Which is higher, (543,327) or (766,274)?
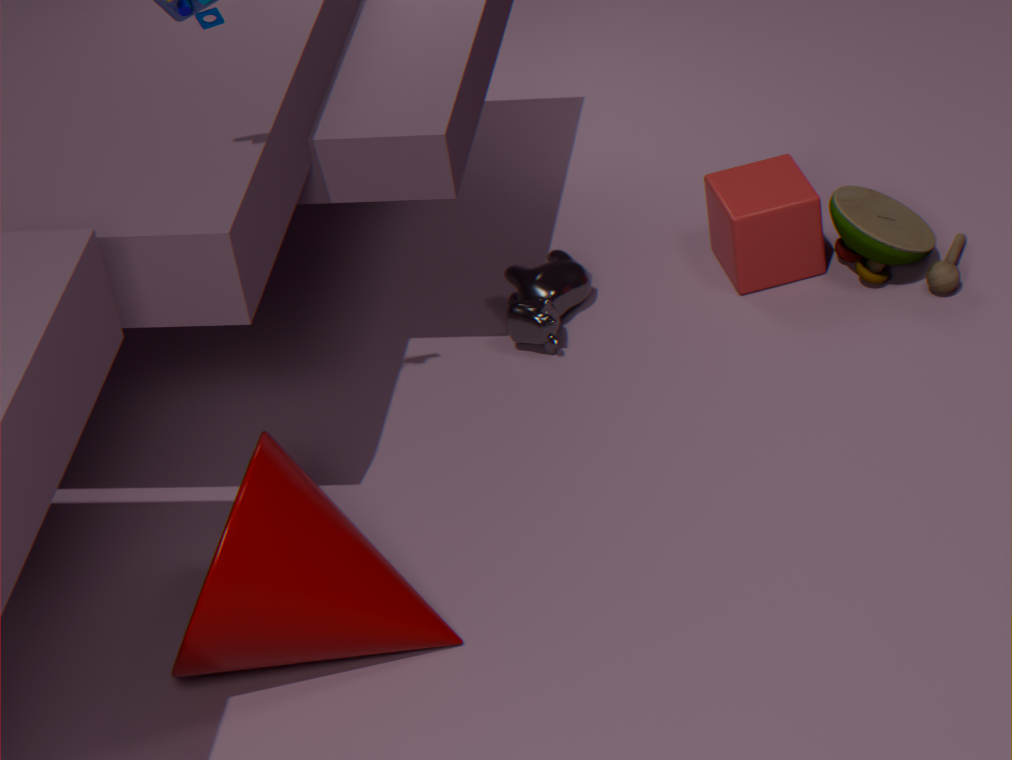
(766,274)
